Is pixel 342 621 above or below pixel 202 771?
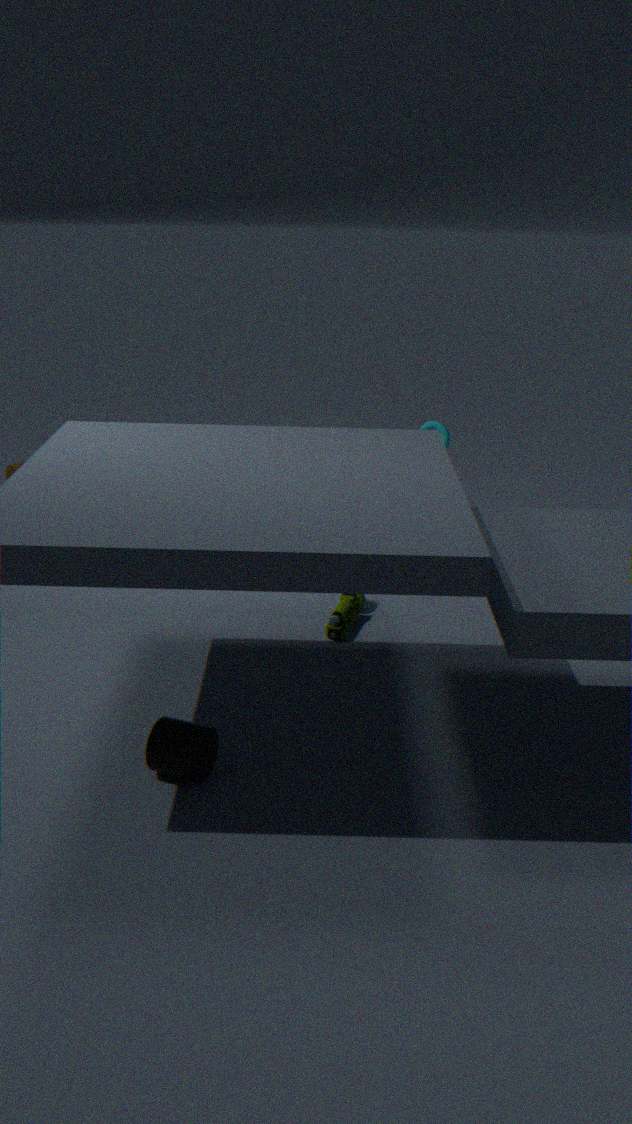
below
